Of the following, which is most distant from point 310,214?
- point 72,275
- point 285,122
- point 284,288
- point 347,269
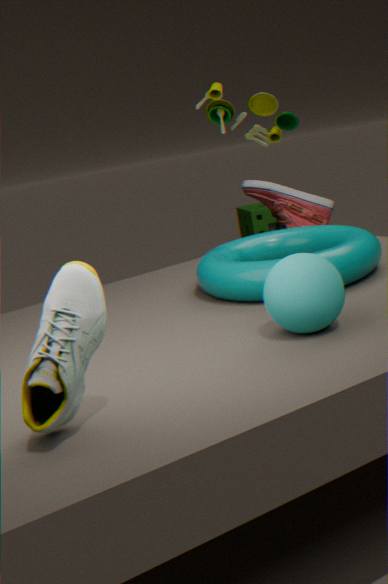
point 72,275
